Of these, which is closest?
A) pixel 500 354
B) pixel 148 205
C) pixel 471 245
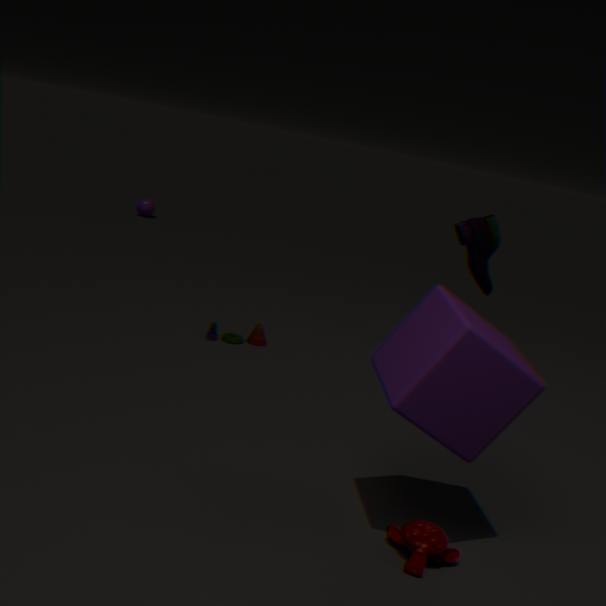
pixel 500 354
